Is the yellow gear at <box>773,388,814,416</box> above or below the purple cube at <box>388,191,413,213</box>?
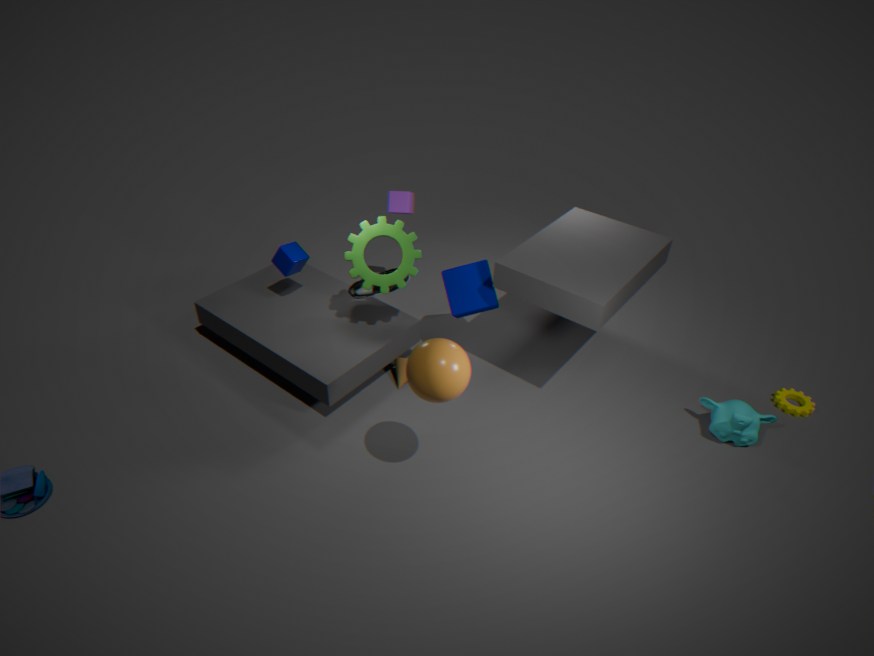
below
